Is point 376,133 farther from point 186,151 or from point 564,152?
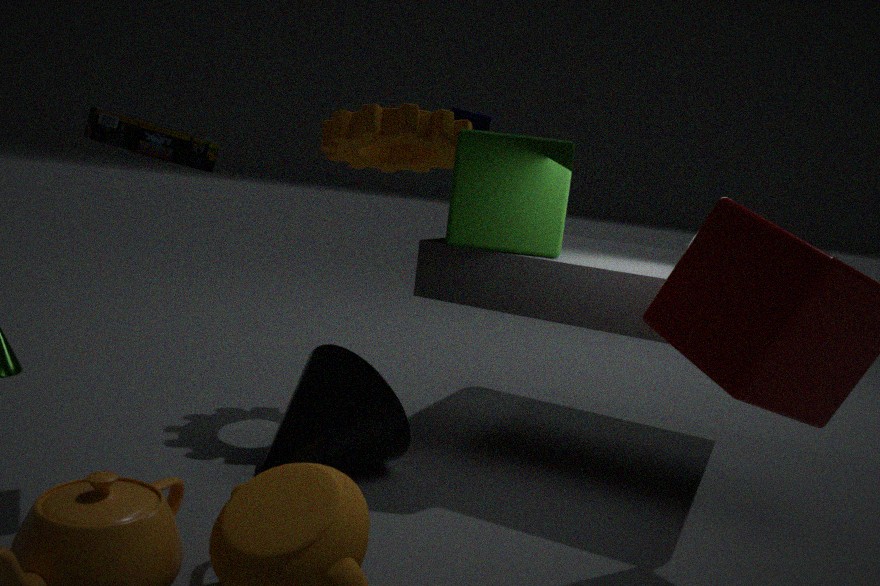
point 186,151
